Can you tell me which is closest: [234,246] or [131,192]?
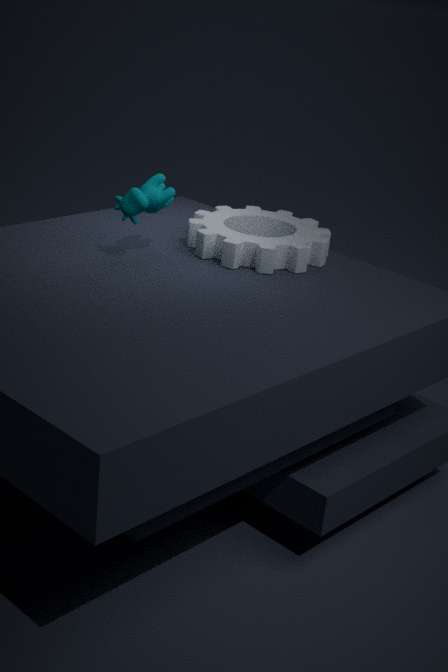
[131,192]
